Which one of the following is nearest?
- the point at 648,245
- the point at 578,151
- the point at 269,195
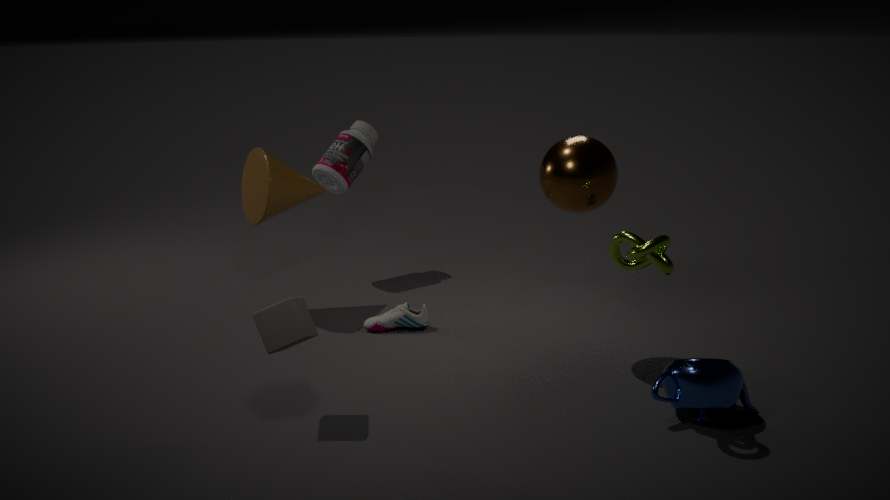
the point at 648,245
